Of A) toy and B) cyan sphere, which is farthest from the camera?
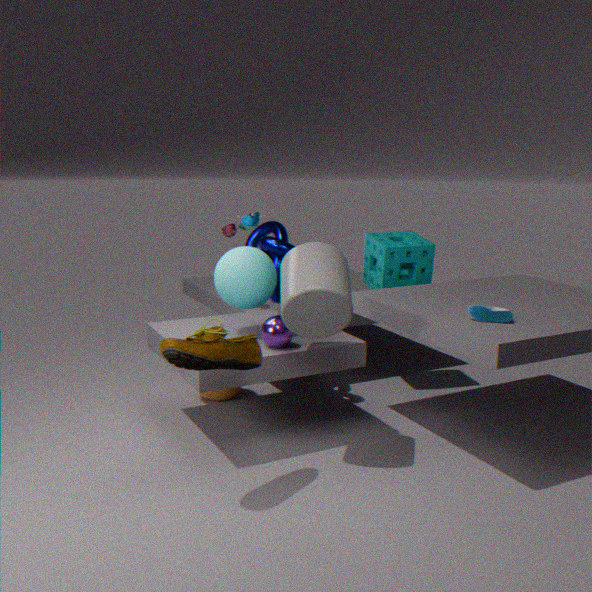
A. toy
